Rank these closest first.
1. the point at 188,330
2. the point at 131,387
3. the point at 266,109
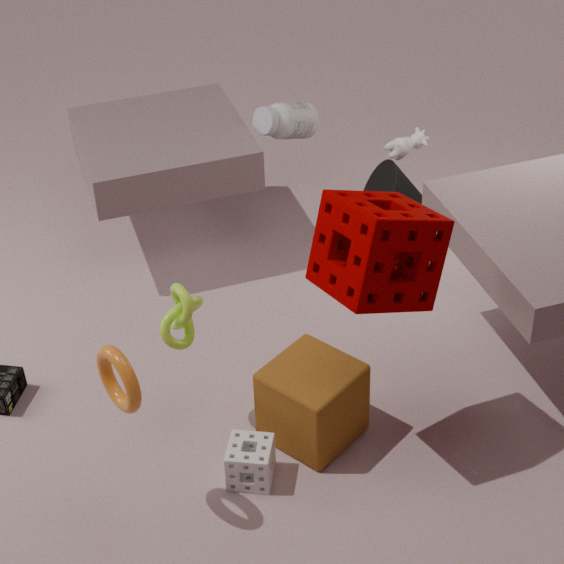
the point at 131,387 < the point at 188,330 < the point at 266,109
